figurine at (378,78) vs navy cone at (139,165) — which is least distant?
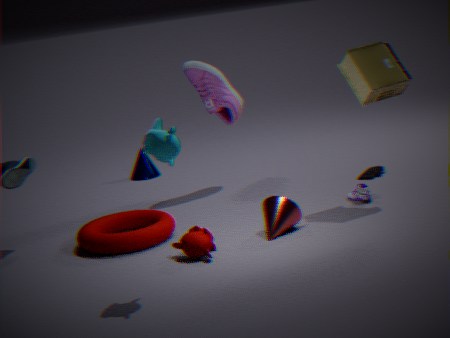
figurine at (378,78)
